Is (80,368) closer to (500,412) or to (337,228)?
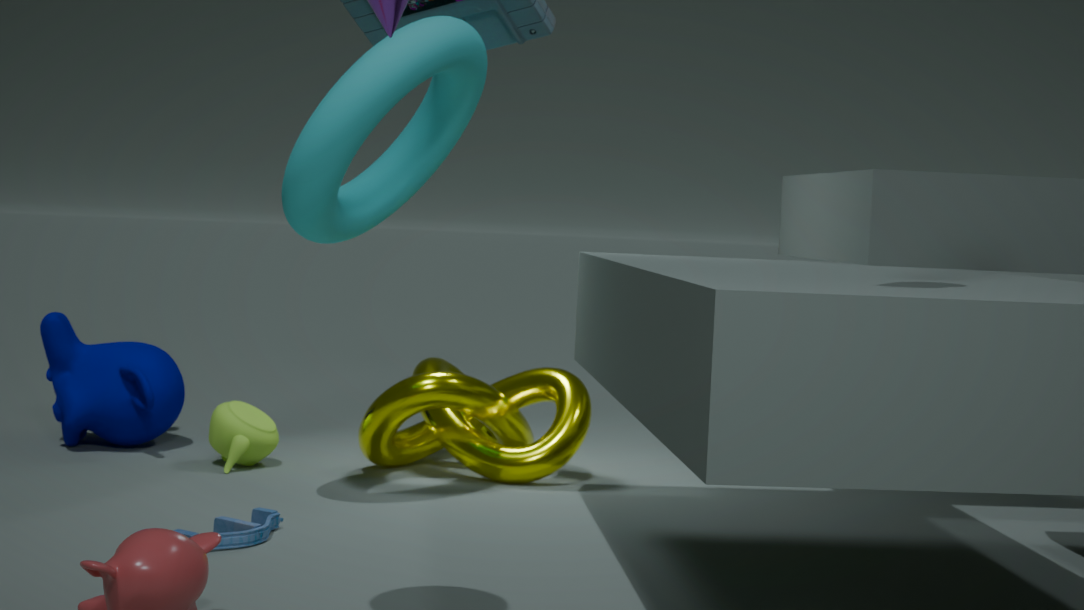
(500,412)
